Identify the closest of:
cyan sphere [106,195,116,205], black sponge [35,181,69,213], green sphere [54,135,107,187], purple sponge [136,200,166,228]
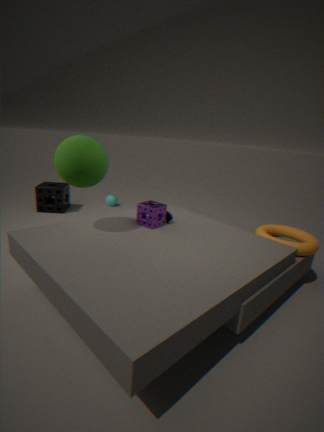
green sphere [54,135,107,187]
